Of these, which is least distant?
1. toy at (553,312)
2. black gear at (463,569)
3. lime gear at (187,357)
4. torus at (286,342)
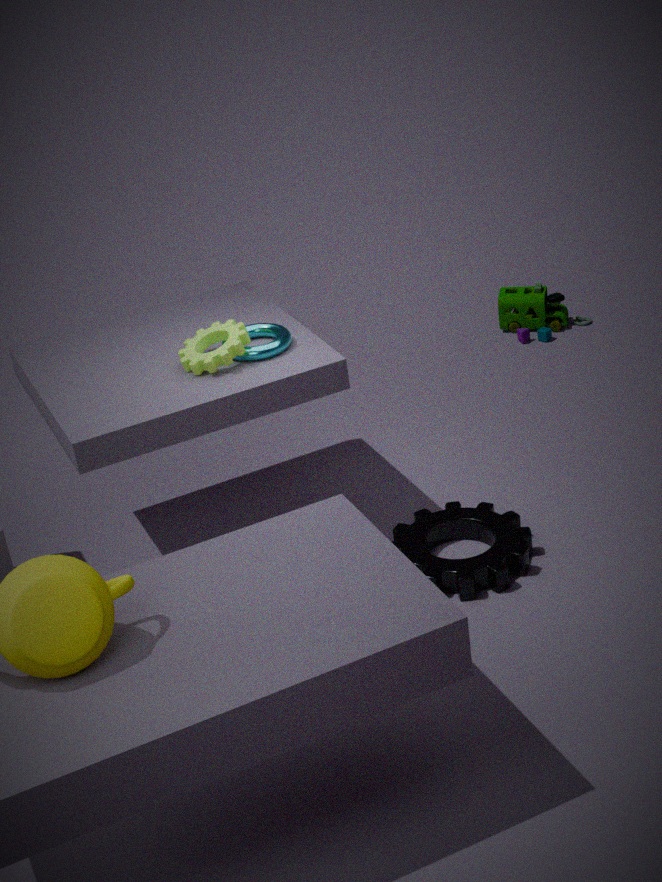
lime gear at (187,357)
